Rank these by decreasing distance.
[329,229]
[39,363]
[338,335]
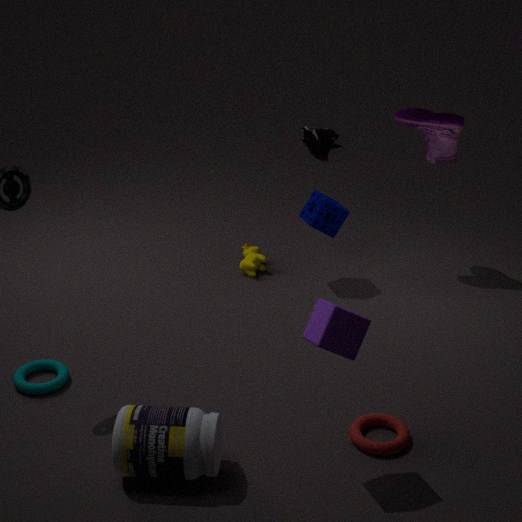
[329,229] < [39,363] < [338,335]
